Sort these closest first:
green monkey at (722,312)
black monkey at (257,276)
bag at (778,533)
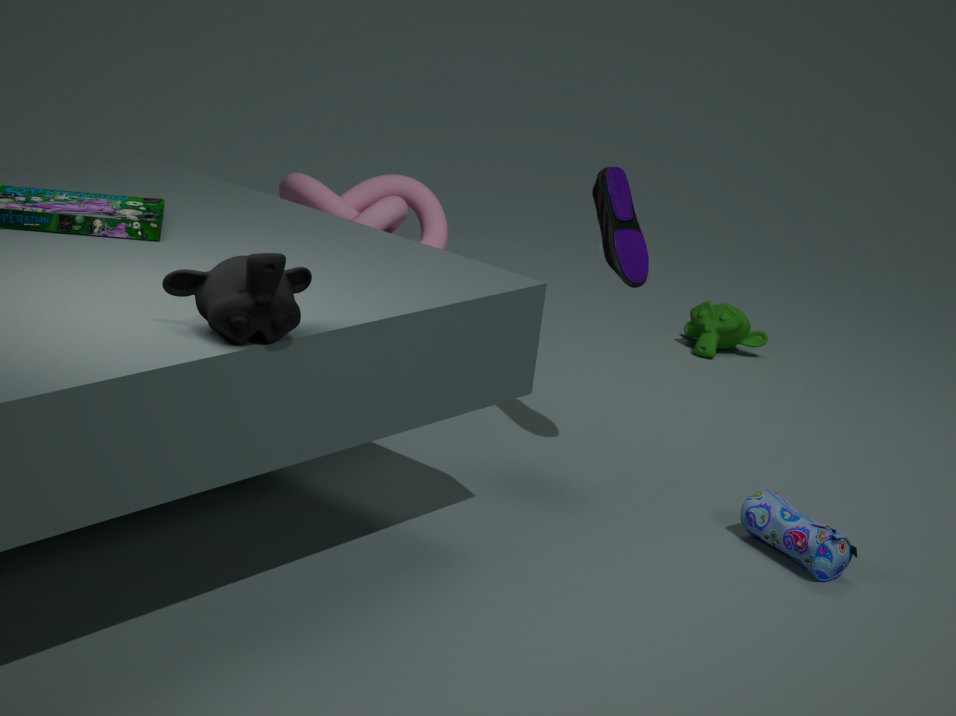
1. black monkey at (257,276)
2. bag at (778,533)
3. green monkey at (722,312)
